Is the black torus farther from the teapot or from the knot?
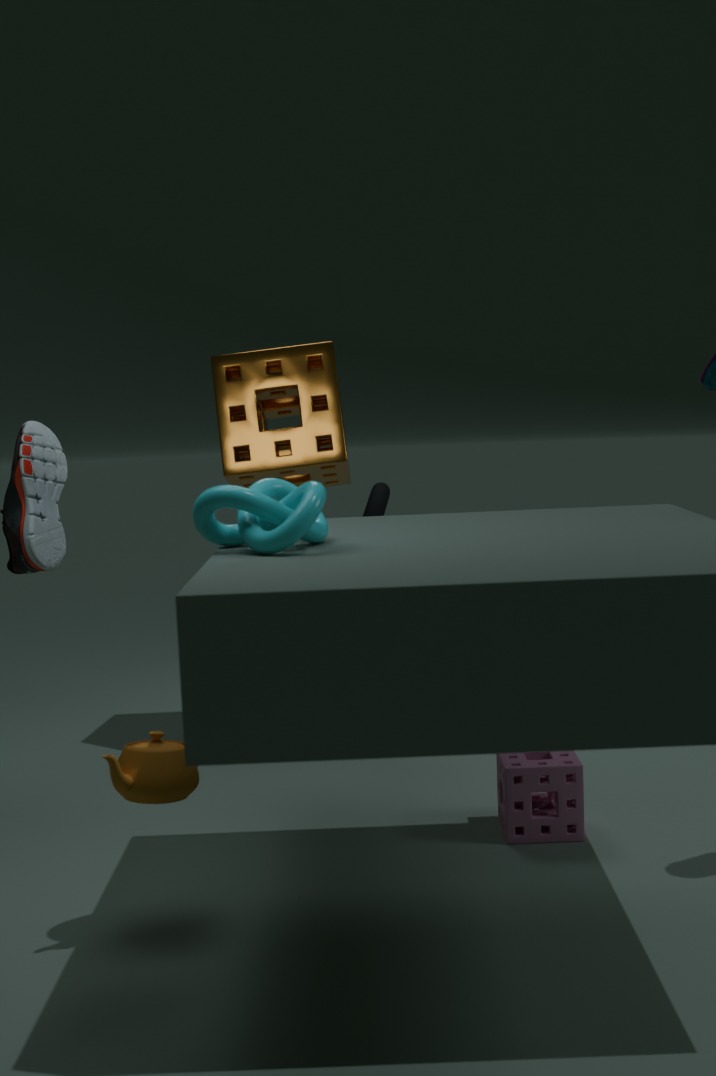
the teapot
